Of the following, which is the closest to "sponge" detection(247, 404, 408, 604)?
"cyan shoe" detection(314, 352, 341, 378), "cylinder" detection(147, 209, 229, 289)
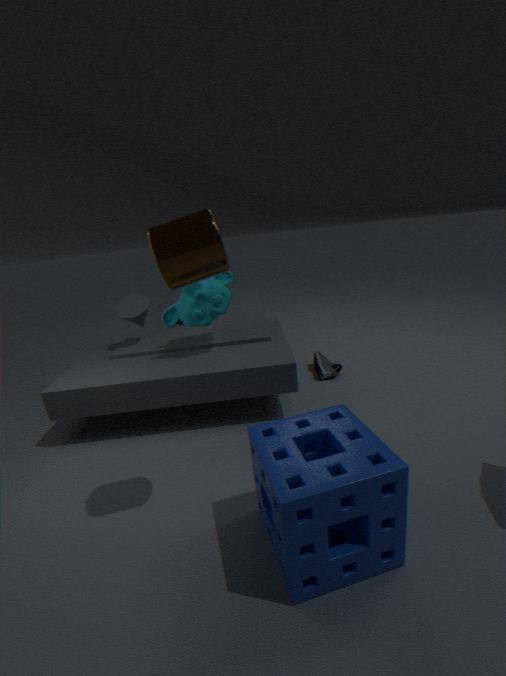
"cylinder" detection(147, 209, 229, 289)
